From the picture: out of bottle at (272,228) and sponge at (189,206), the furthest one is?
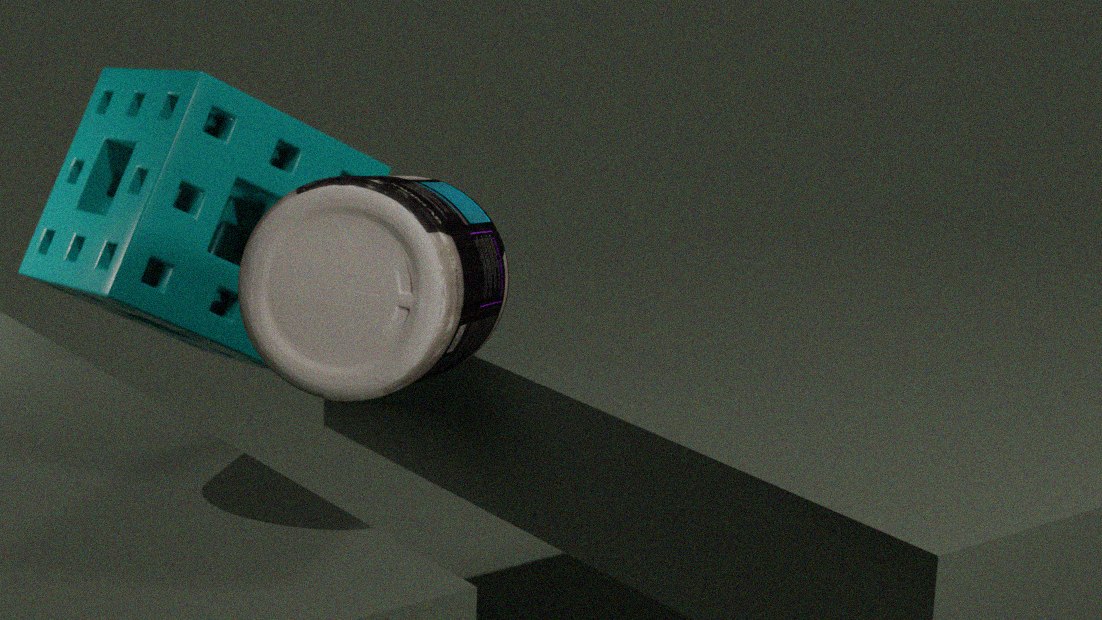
sponge at (189,206)
